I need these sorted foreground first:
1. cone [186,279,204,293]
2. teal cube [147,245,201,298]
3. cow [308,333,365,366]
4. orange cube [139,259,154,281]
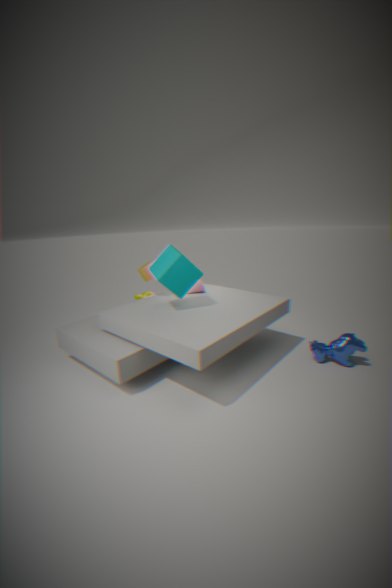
cow [308,333,365,366]
teal cube [147,245,201,298]
orange cube [139,259,154,281]
cone [186,279,204,293]
